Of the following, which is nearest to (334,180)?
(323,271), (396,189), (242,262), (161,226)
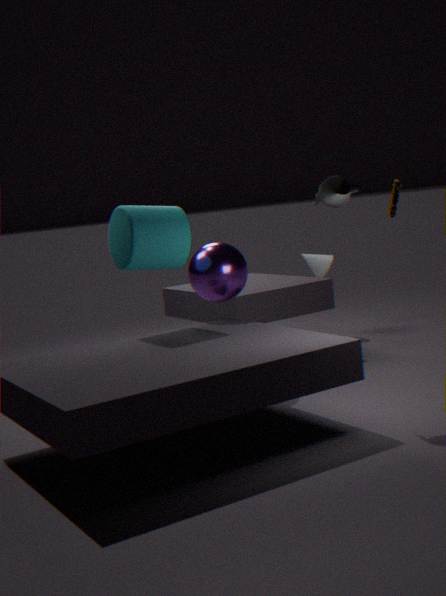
(242,262)
